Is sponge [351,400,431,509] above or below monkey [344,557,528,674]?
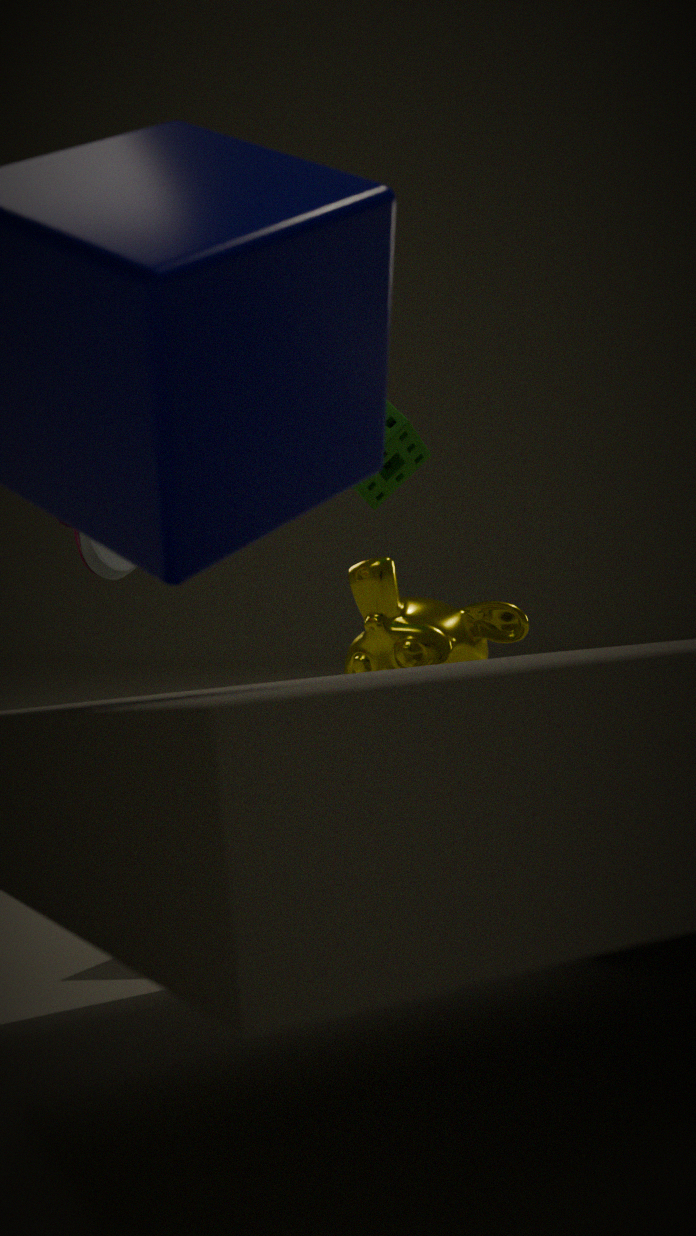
above
